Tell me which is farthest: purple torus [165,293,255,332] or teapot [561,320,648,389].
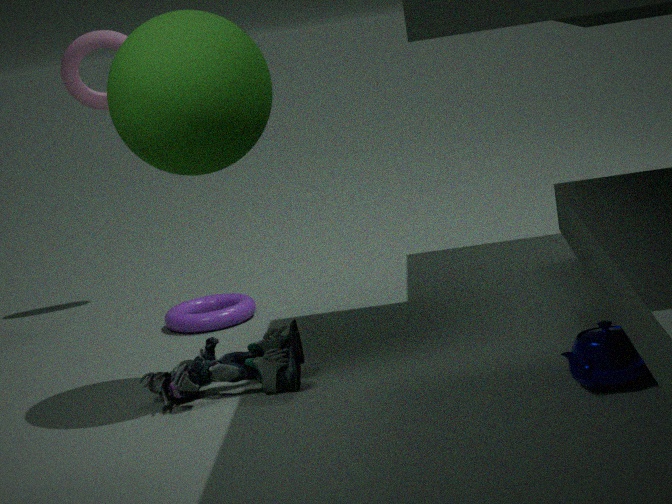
purple torus [165,293,255,332]
